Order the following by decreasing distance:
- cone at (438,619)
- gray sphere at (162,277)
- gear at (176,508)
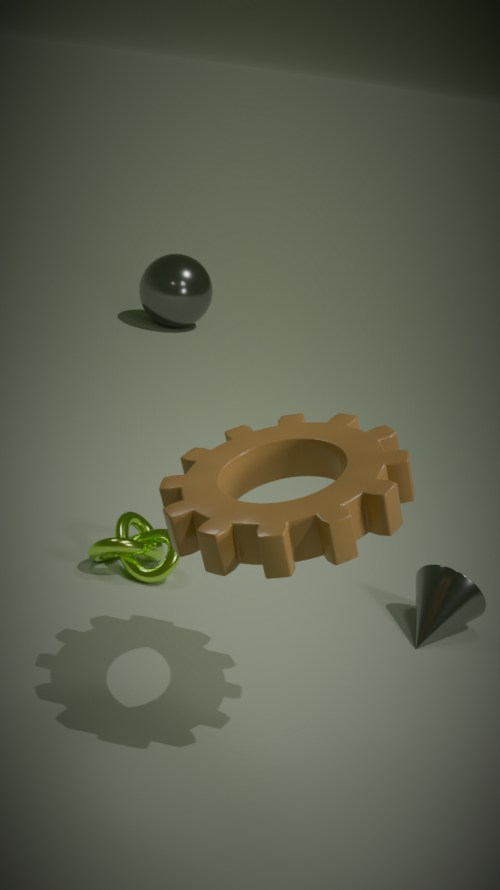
gray sphere at (162,277), cone at (438,619), gear at (176,508)
